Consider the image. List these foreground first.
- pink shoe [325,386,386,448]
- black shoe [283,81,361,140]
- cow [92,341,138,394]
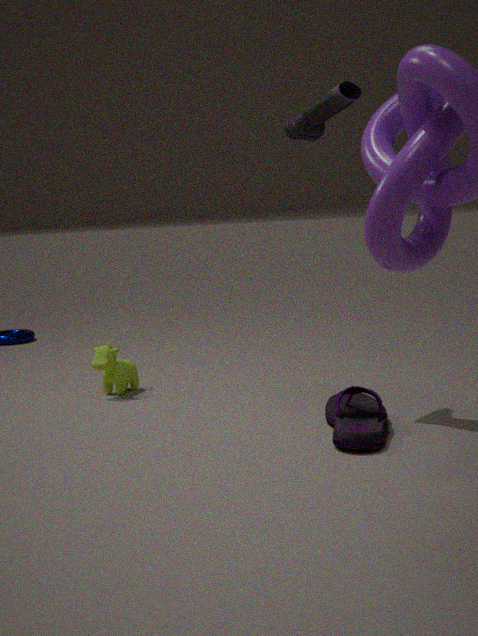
pink shoe [325,386,386,448] → black shoe [283,81,361,140] → cow [92,341,138,394]
